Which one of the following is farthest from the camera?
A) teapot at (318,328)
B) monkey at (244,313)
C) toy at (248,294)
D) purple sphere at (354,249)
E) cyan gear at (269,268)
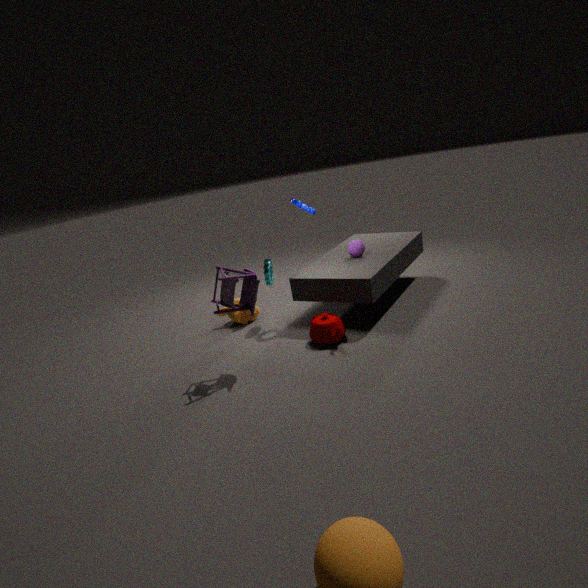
monkey at (244,313)
